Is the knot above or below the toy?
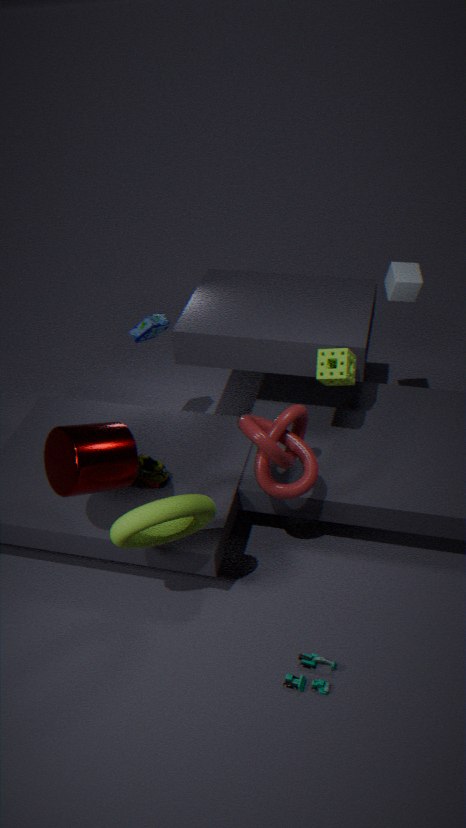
above
